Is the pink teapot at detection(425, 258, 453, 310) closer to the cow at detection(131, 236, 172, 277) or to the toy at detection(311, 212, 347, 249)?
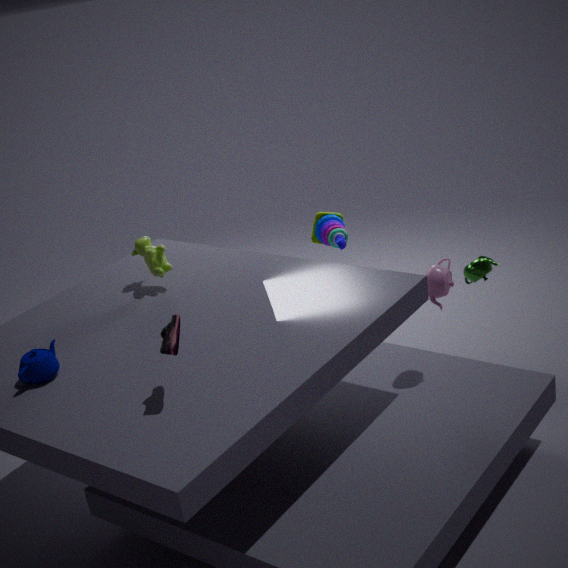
the toy at detection(311, 212, 347, 249)
